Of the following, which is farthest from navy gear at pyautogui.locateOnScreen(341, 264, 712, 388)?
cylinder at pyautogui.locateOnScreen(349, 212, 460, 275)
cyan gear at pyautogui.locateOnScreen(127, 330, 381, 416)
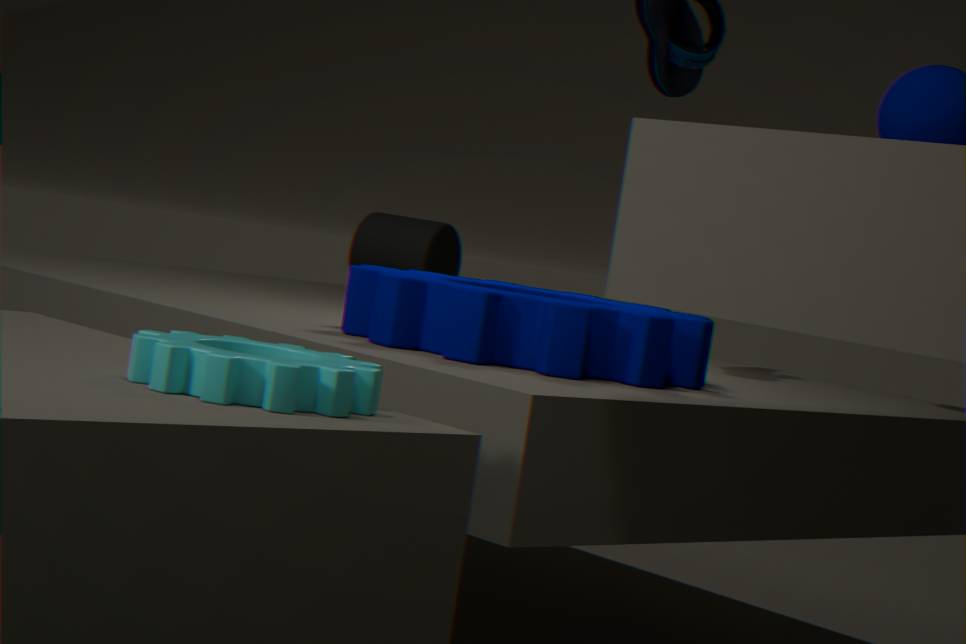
cylinder at pyautogui.locateOnScreen(349, 212, 460, 275)
